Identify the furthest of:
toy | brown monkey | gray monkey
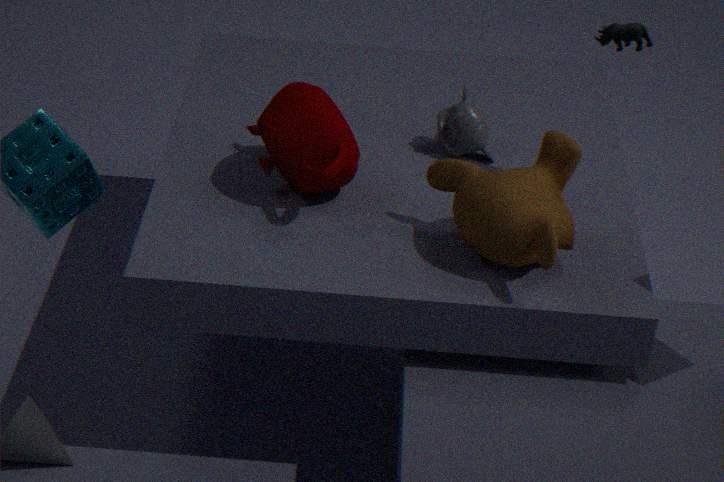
gray monkey
